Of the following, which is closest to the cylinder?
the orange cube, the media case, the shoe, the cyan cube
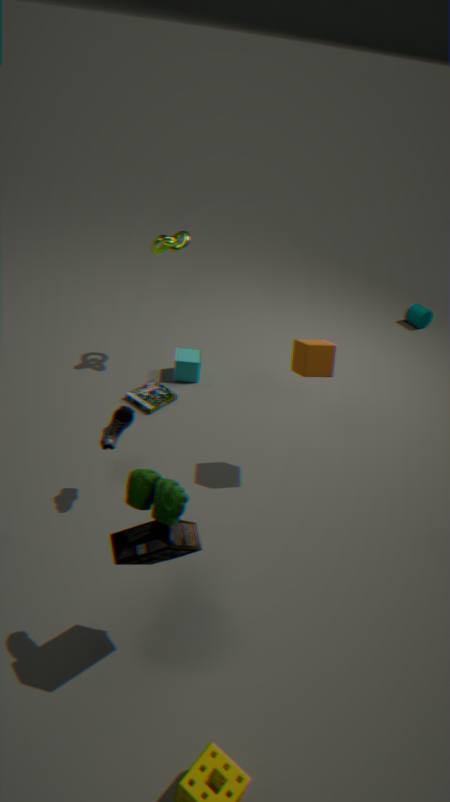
the cyan cube
